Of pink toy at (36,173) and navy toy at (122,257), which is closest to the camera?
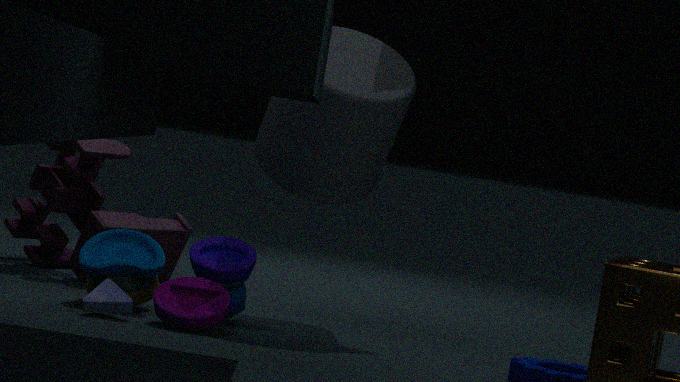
navy toy at (122,257)
